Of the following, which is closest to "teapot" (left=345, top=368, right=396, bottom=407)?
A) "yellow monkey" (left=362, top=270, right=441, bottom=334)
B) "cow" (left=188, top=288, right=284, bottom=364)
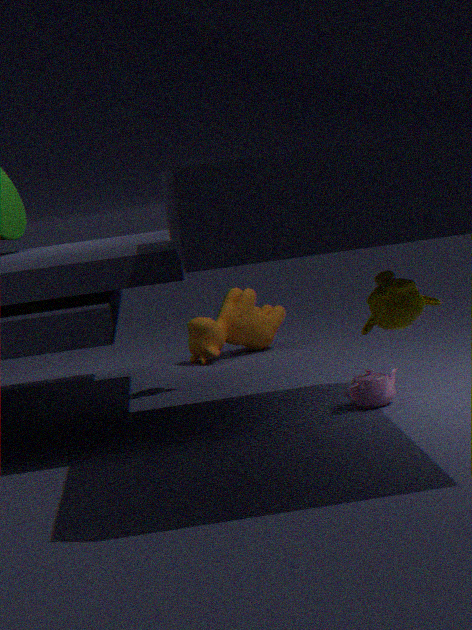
"yellow monkey" (left=362, top=270, right=441, bottom=334)
